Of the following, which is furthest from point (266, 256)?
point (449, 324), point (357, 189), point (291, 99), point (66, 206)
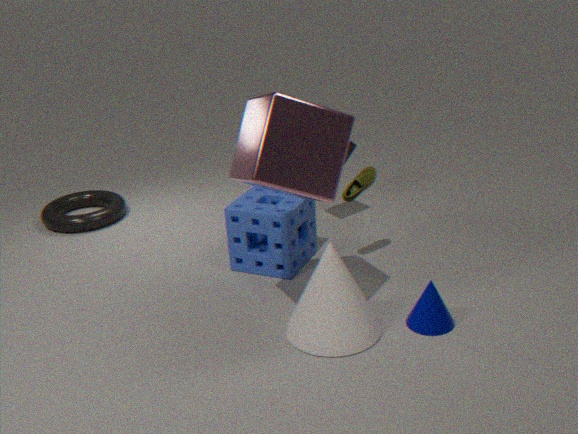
point (66, 206)
